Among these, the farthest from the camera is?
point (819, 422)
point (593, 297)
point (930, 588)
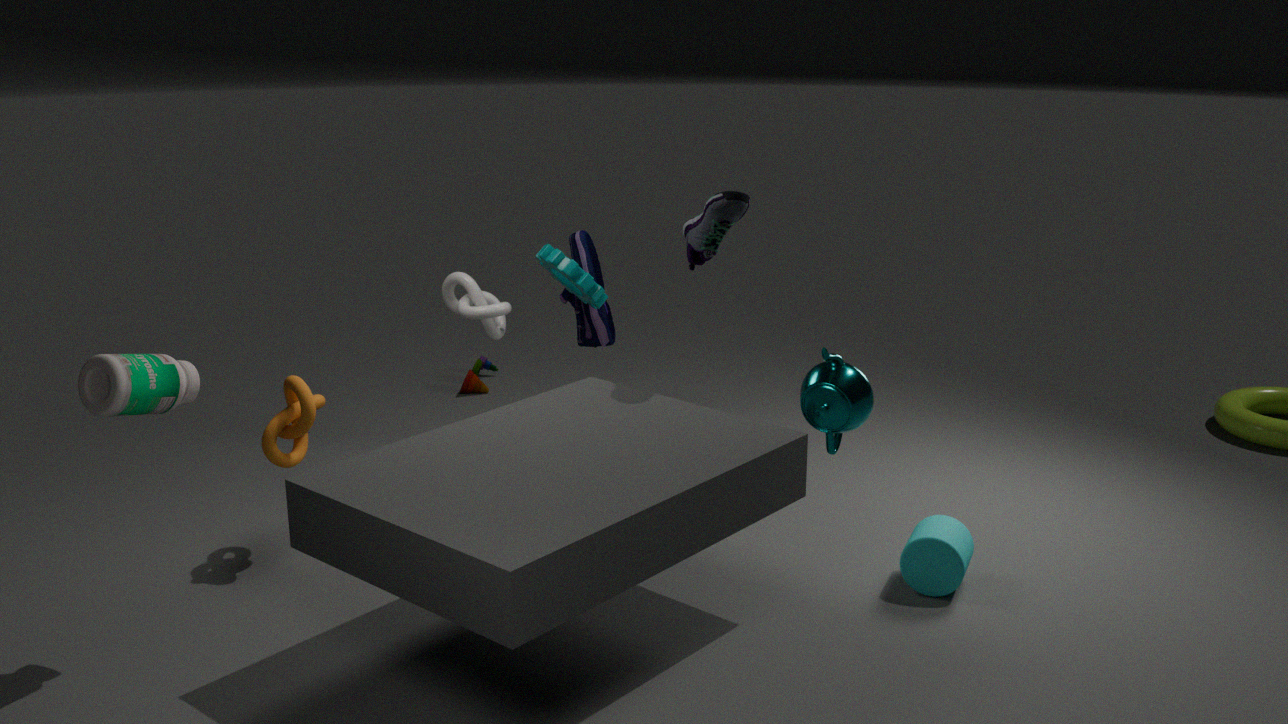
point (593, 297)
